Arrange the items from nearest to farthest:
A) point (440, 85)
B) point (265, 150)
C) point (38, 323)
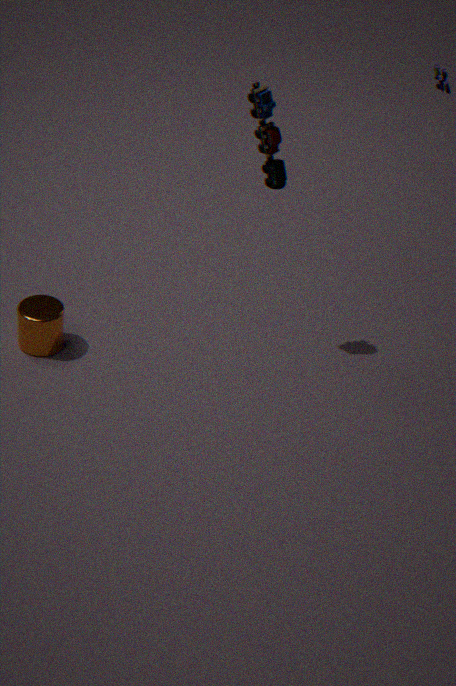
point (265, 150)
point (38, 323)
point (440, 85)
